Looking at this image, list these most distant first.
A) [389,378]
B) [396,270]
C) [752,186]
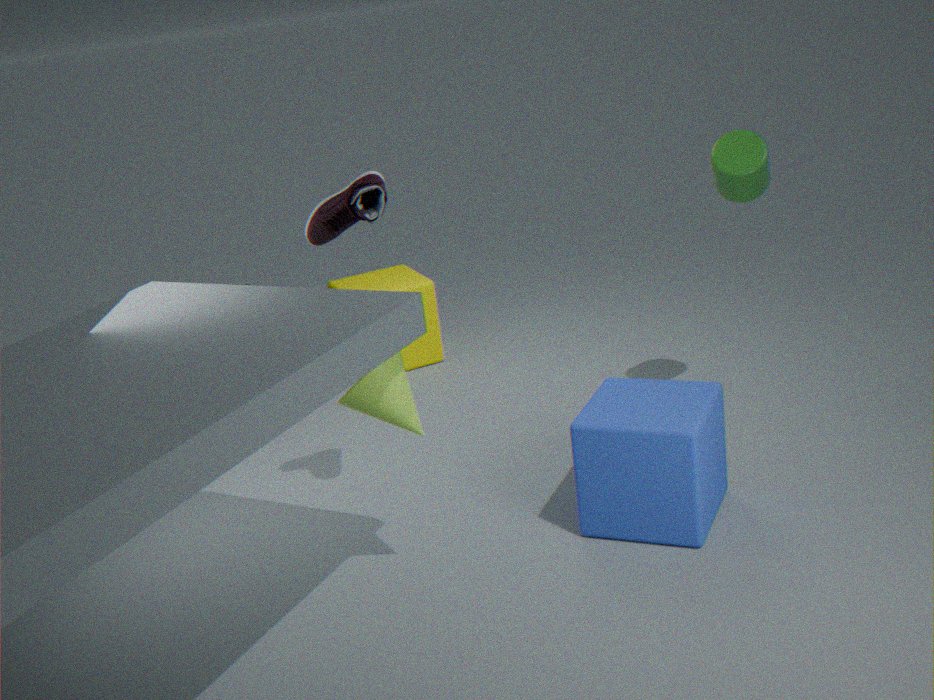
[396,270] < [752,186] < [389,378]
